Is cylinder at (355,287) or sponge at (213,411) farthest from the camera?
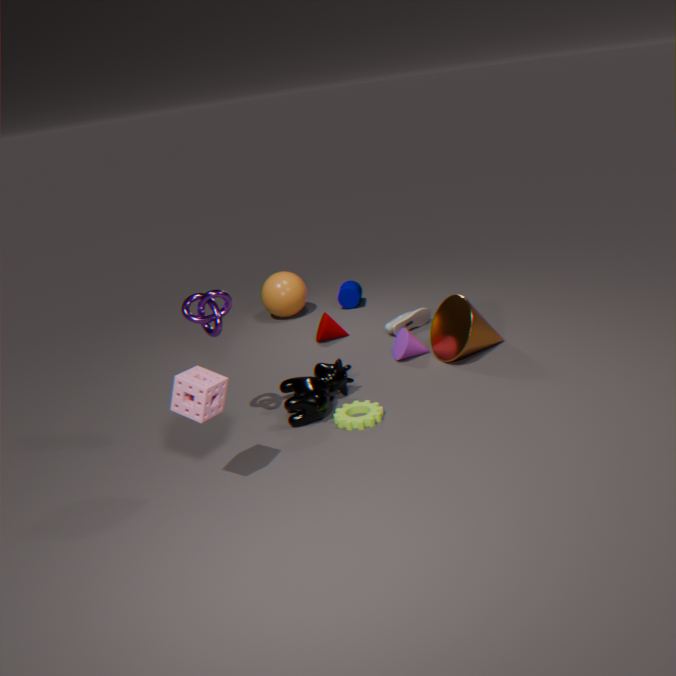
cylinder at (355,287)
